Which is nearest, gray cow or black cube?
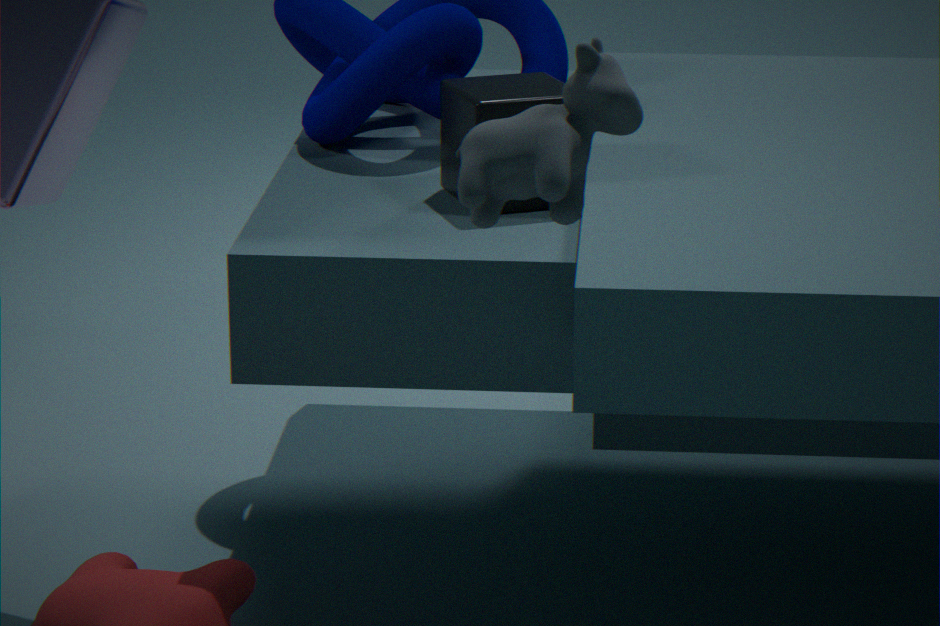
gray cow
